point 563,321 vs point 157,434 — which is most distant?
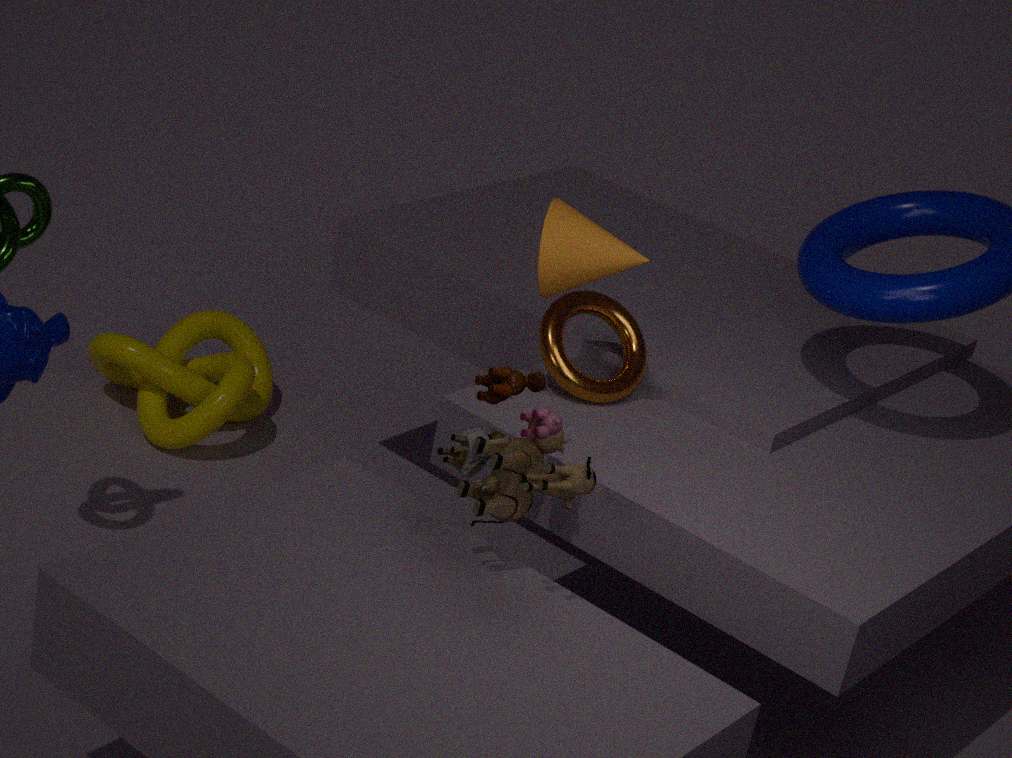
point 157,434
